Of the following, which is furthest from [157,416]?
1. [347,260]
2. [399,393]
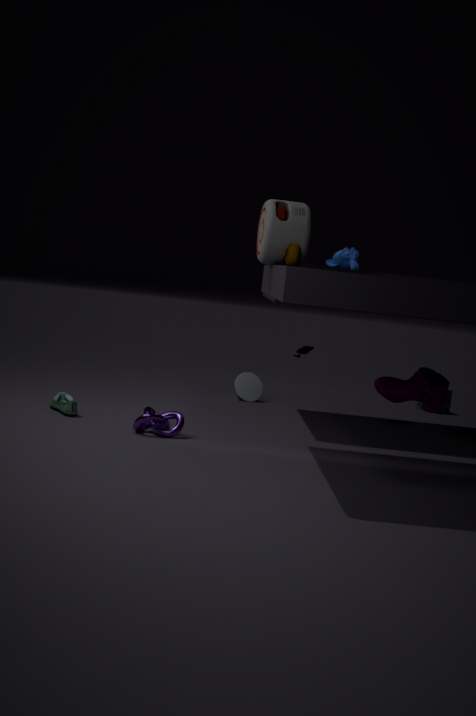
[347,260]
